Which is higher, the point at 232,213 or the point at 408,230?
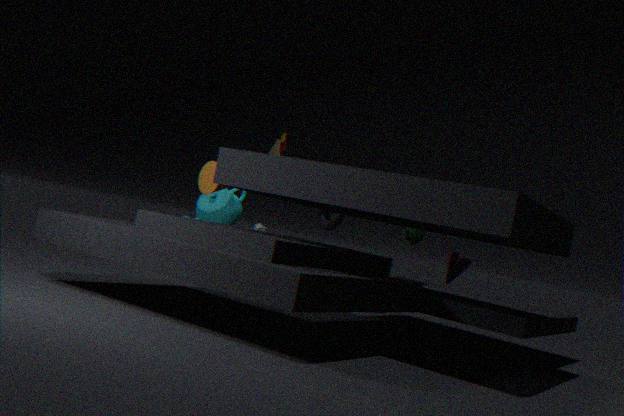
the point at 408,230
